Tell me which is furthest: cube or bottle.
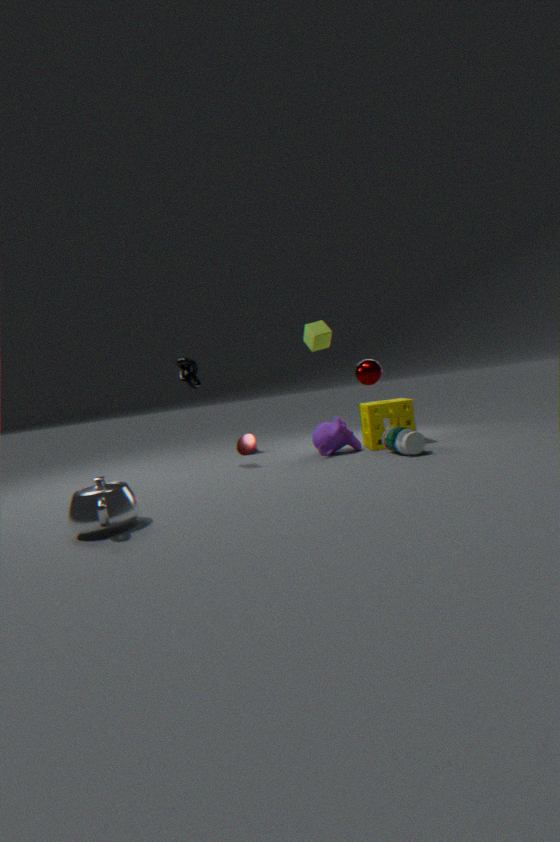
cube
